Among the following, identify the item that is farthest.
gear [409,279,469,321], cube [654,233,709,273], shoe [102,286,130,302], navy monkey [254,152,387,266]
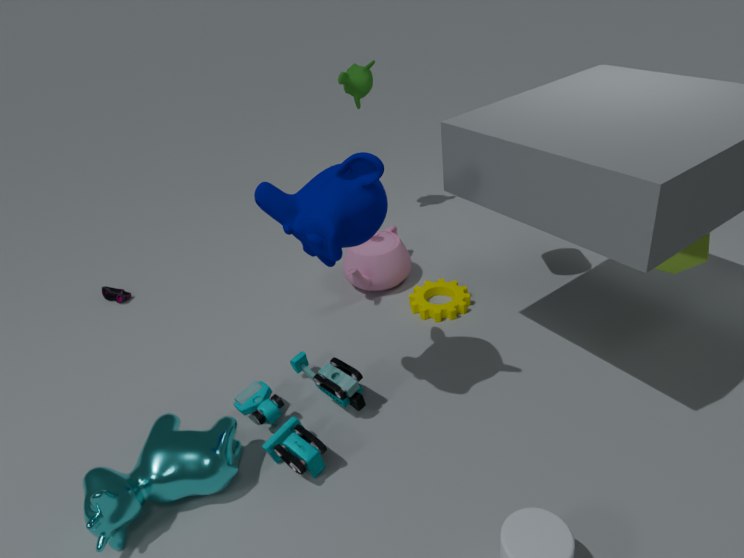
shoe [102,286,130,302]
